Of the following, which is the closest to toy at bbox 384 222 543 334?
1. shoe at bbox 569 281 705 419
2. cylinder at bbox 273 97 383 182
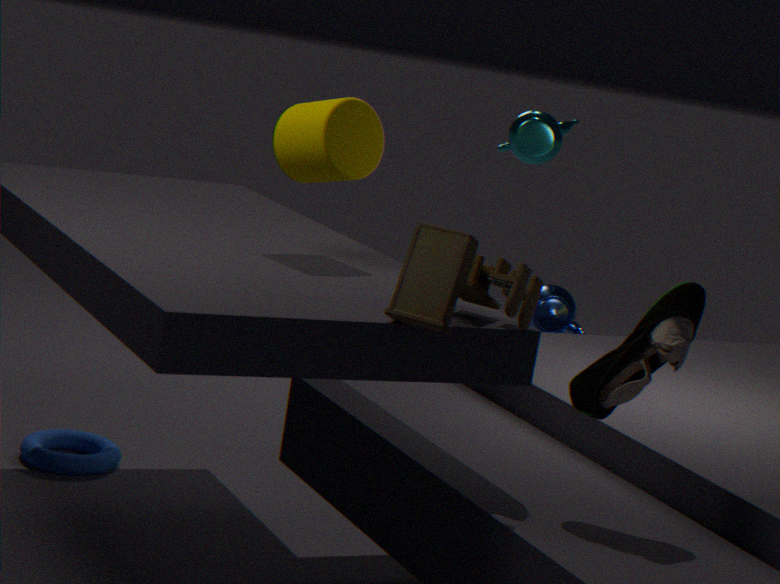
shoe at bbox 569 281 705 419
